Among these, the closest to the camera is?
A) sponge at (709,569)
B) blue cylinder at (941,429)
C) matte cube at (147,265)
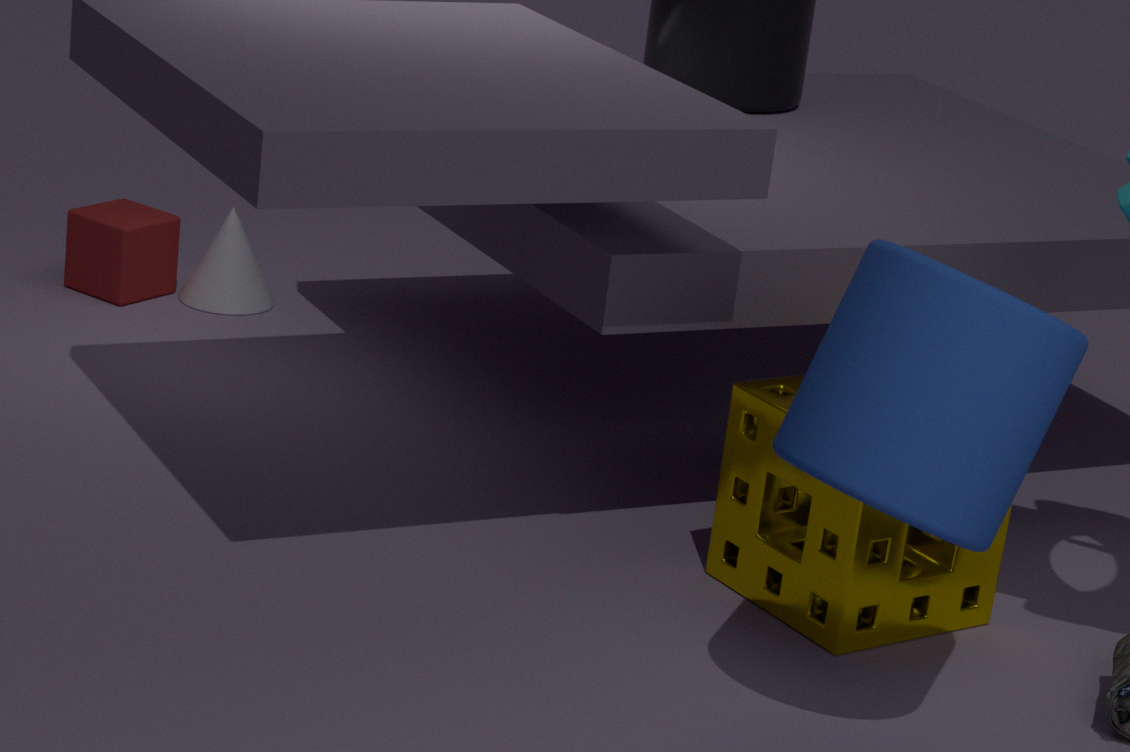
blue cylinder at (941,429)
